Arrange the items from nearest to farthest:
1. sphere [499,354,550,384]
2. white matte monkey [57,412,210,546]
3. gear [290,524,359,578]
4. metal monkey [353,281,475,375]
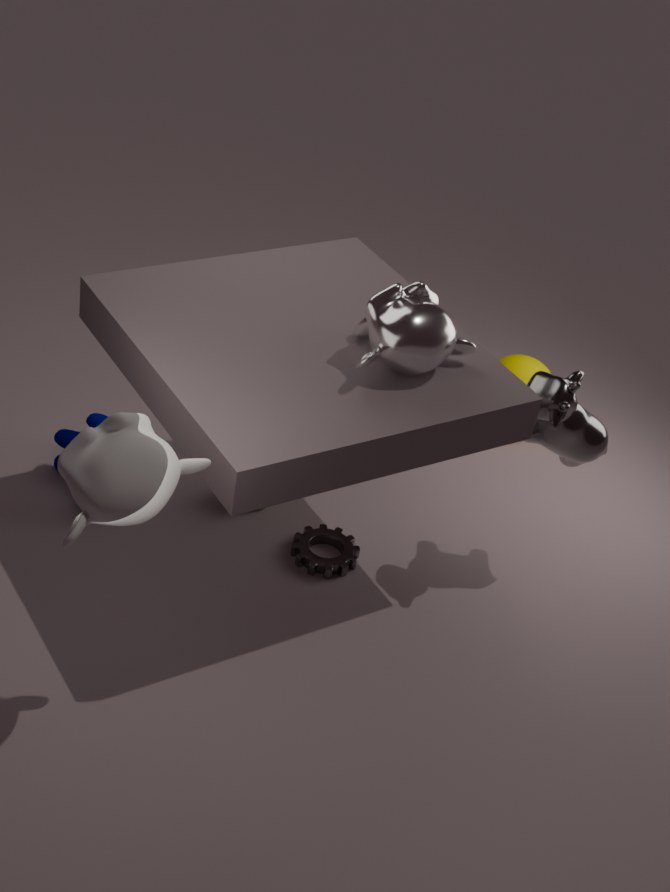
white matte monkey [57,412,210,546], metal monkey [353,281,475,375], gear [290,524,359,578], sphere [499,354,550,384]
